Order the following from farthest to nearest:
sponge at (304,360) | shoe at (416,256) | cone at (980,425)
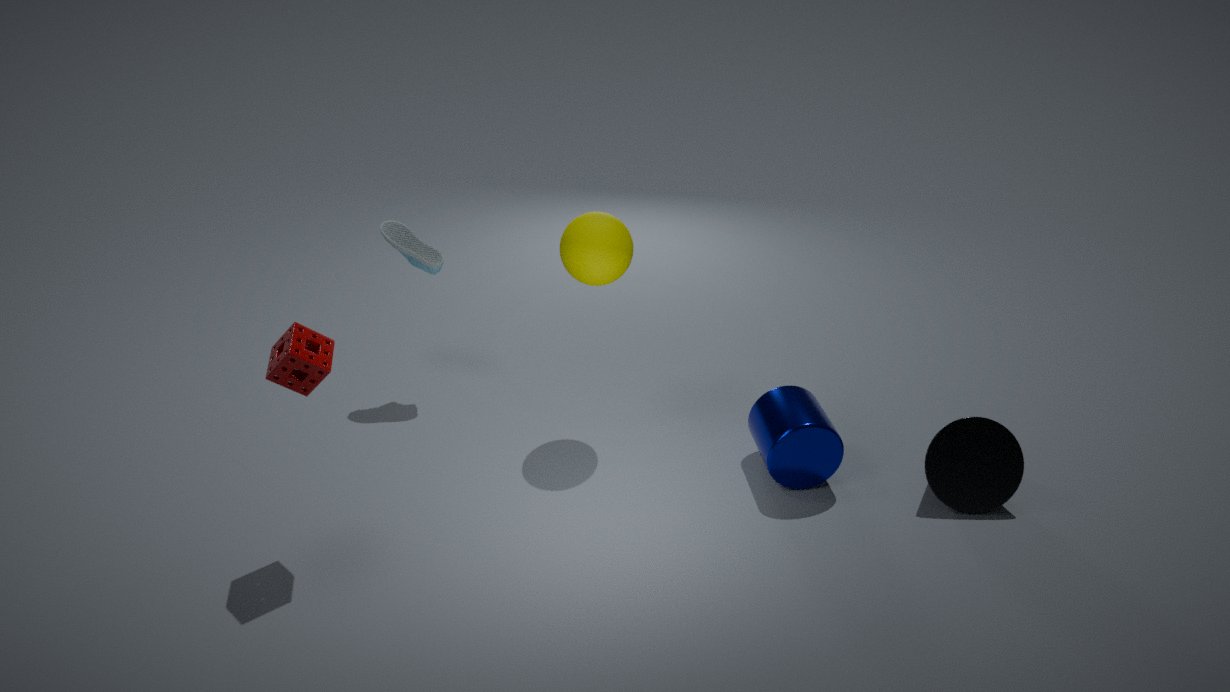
shoe at (416,256)
cone at (980,425)
sponge at (304,360)
